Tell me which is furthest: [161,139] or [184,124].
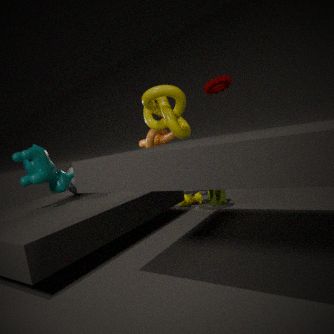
[161,139]
